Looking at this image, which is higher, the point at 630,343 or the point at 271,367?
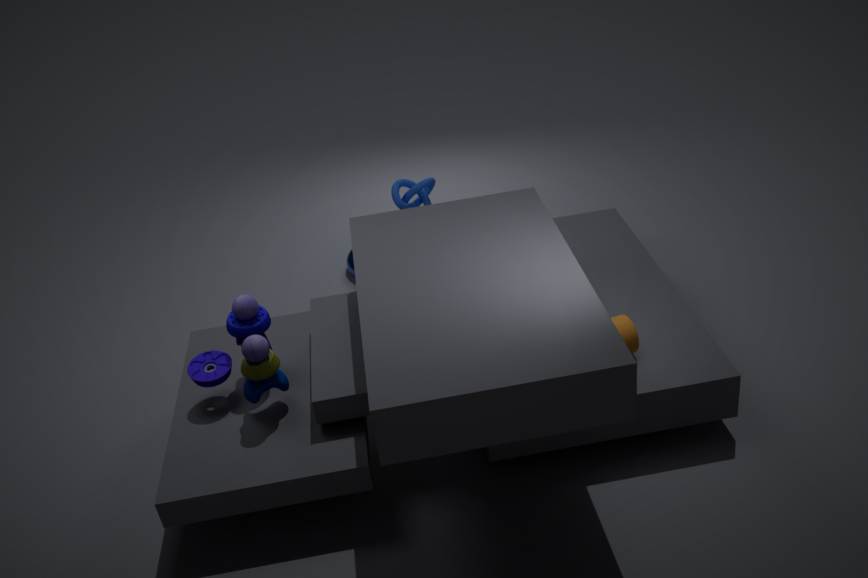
the point at 271,367
